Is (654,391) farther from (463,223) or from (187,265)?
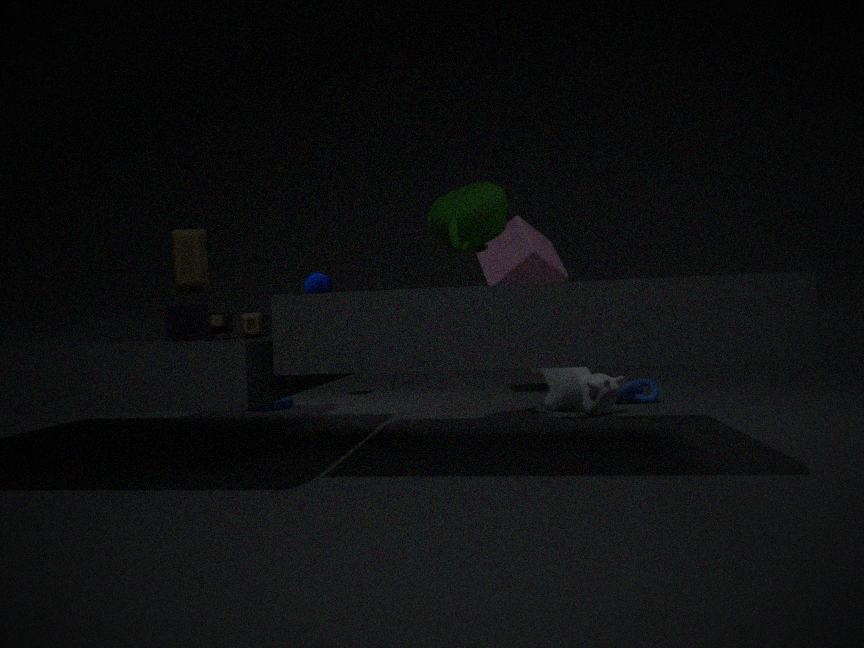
(187,265)
